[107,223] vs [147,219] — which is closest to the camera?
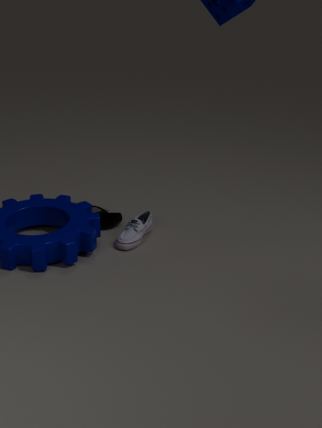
[147,219]
